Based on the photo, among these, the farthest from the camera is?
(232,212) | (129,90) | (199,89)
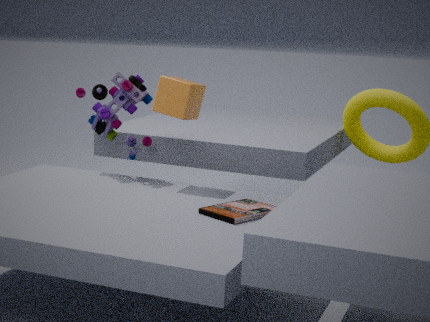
(129,90)
